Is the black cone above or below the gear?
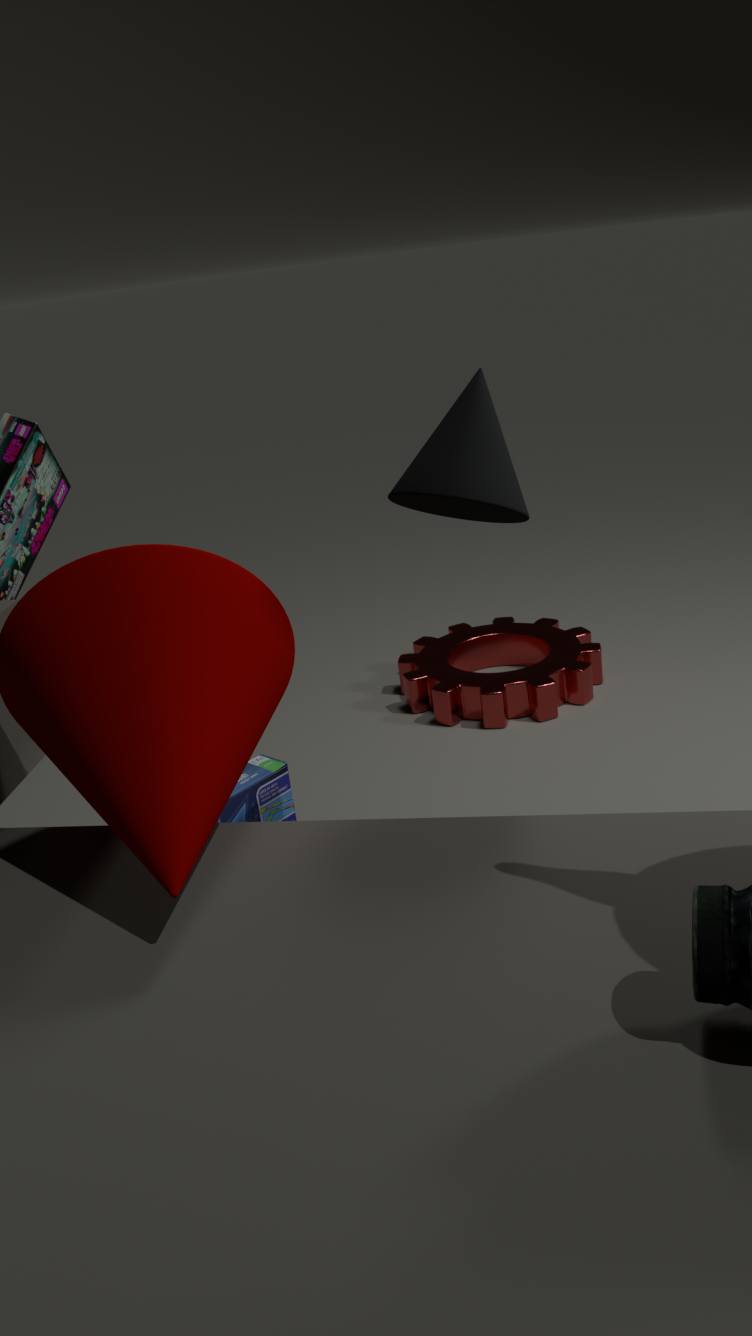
above
